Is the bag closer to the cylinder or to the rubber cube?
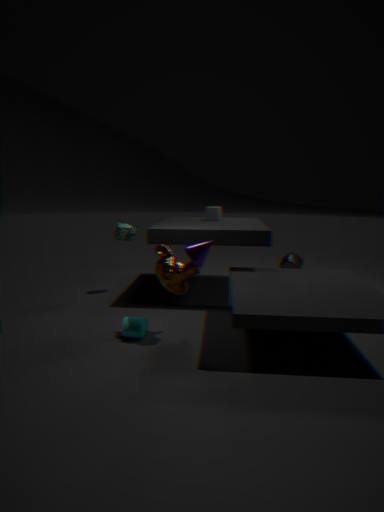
the rubber cube
